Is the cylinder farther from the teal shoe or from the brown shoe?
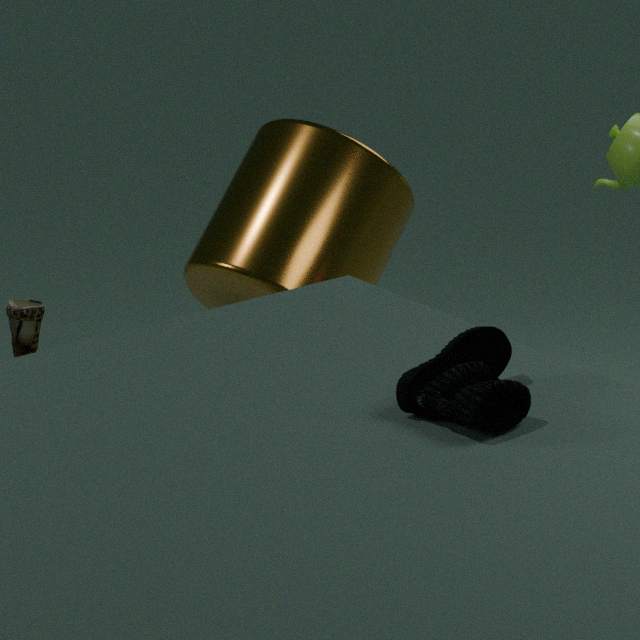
the teal shoe
